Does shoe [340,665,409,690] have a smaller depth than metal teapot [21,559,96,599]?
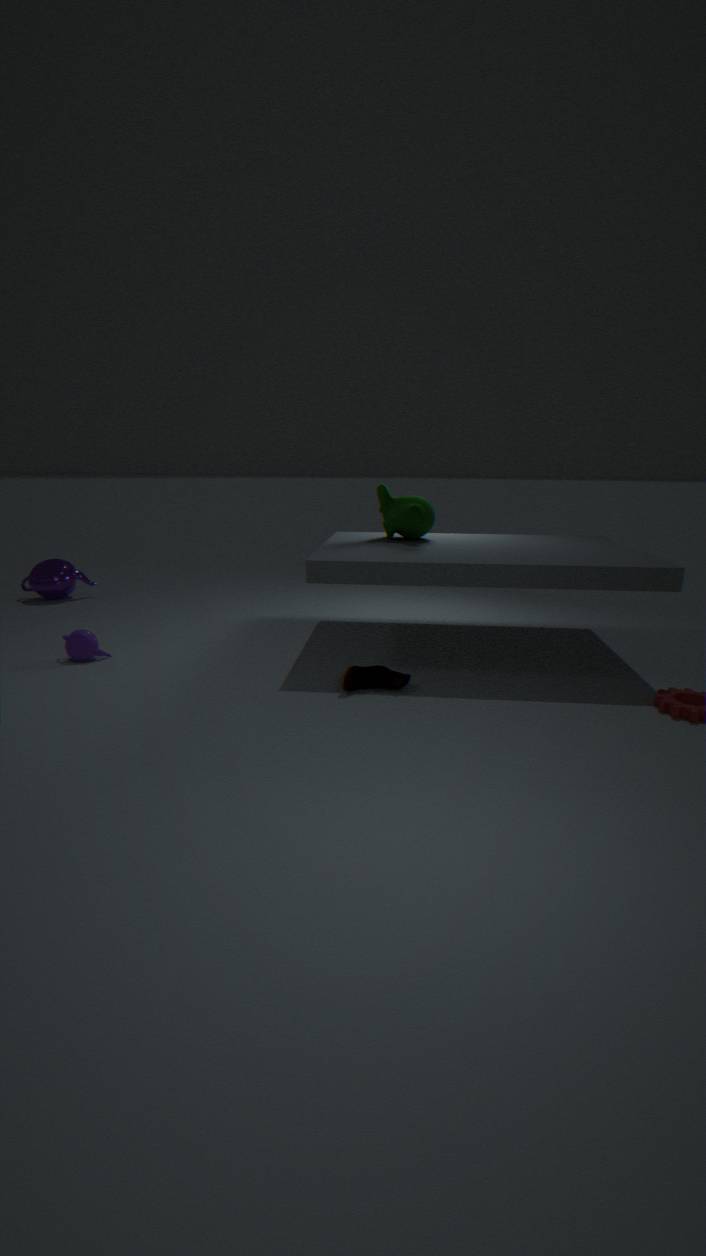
Yes
